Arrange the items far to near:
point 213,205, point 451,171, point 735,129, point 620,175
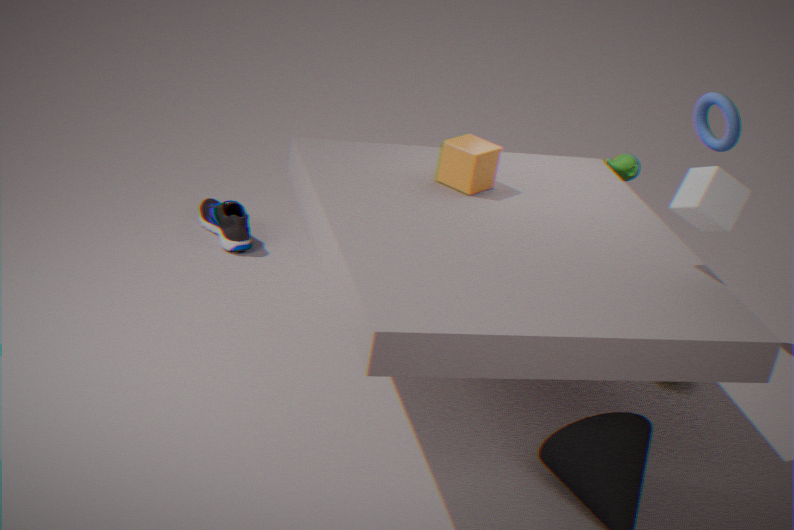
point 213,205 → point 620,175 → point 735,129 → point 451,171
